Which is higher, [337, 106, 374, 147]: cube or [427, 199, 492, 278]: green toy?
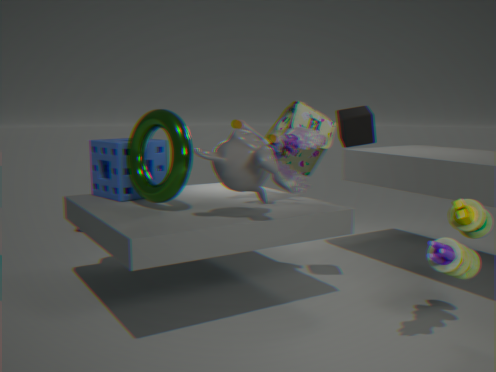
[337, 106, 374, 147]: cube
